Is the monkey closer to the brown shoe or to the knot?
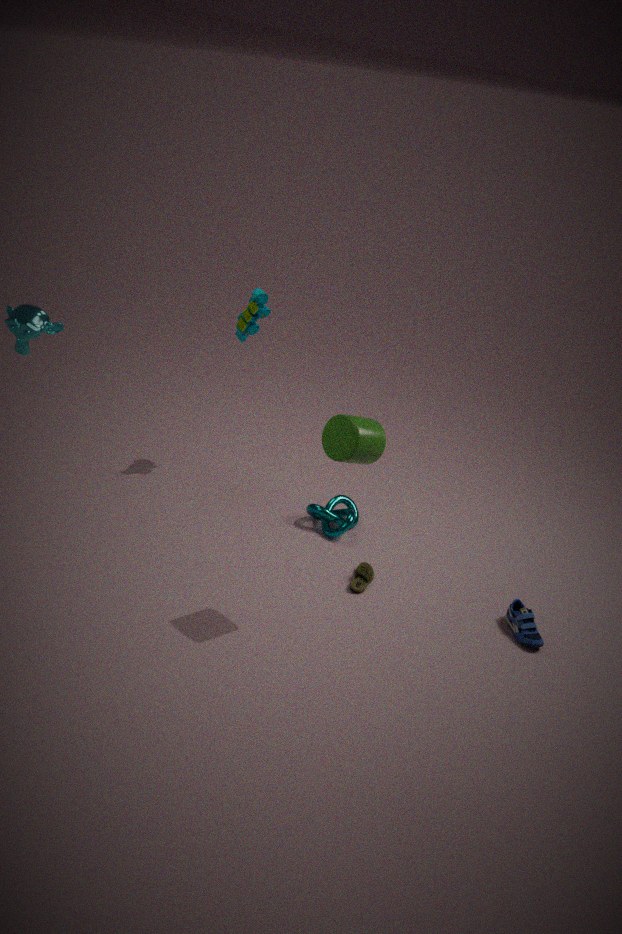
the knot
